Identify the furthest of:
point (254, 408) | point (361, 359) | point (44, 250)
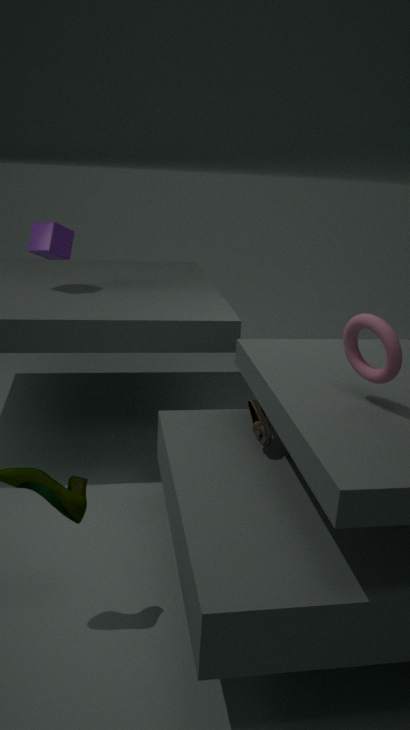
point (44, 250)
